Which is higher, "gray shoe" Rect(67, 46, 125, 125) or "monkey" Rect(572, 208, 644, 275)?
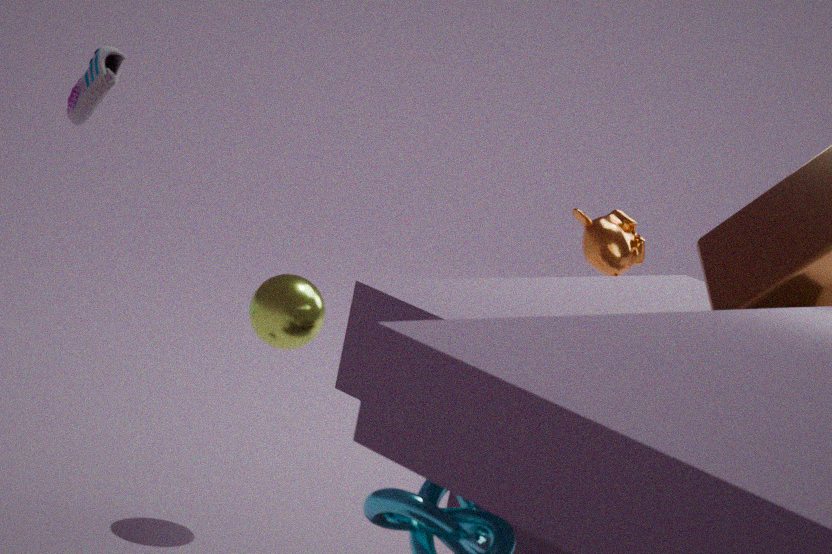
"gray shoe" Rect(67, 46, 125, 125)
